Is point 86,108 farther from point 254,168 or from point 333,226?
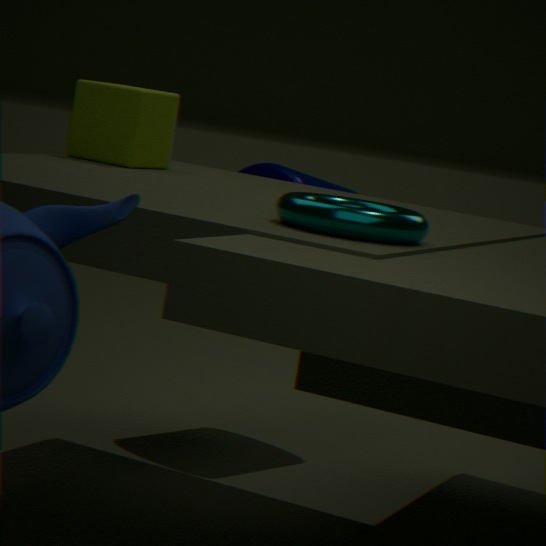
point 333,226
